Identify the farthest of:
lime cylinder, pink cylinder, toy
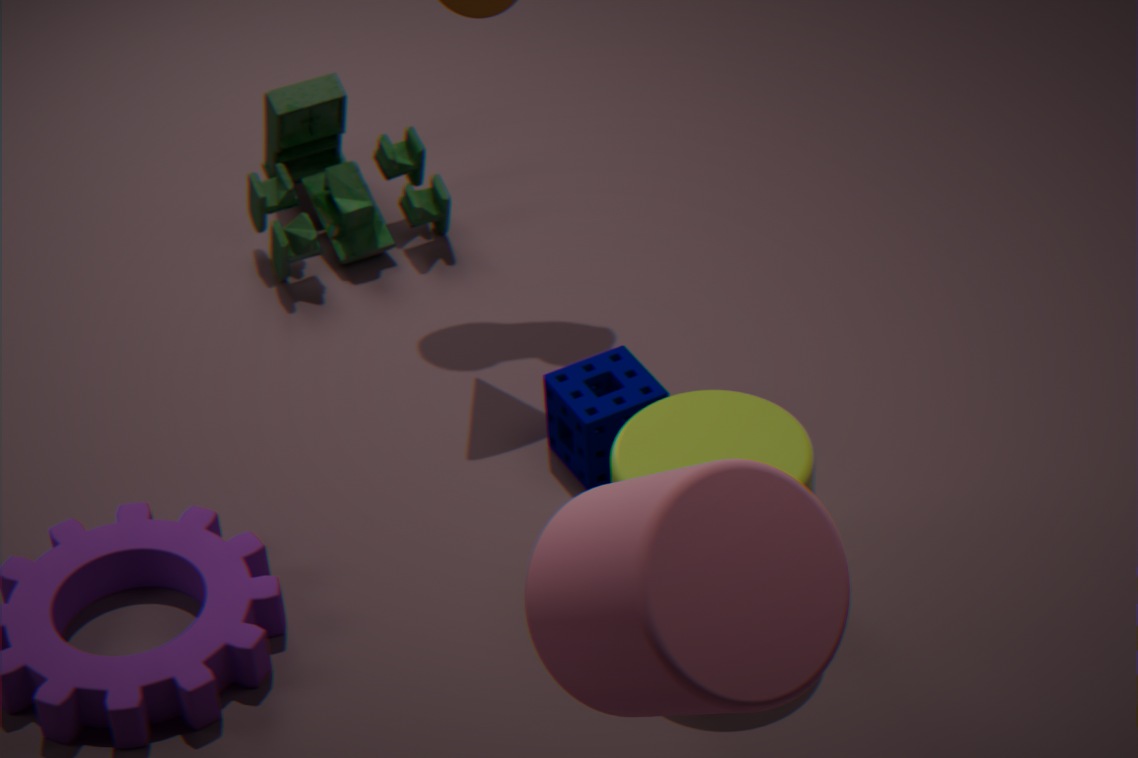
toy
